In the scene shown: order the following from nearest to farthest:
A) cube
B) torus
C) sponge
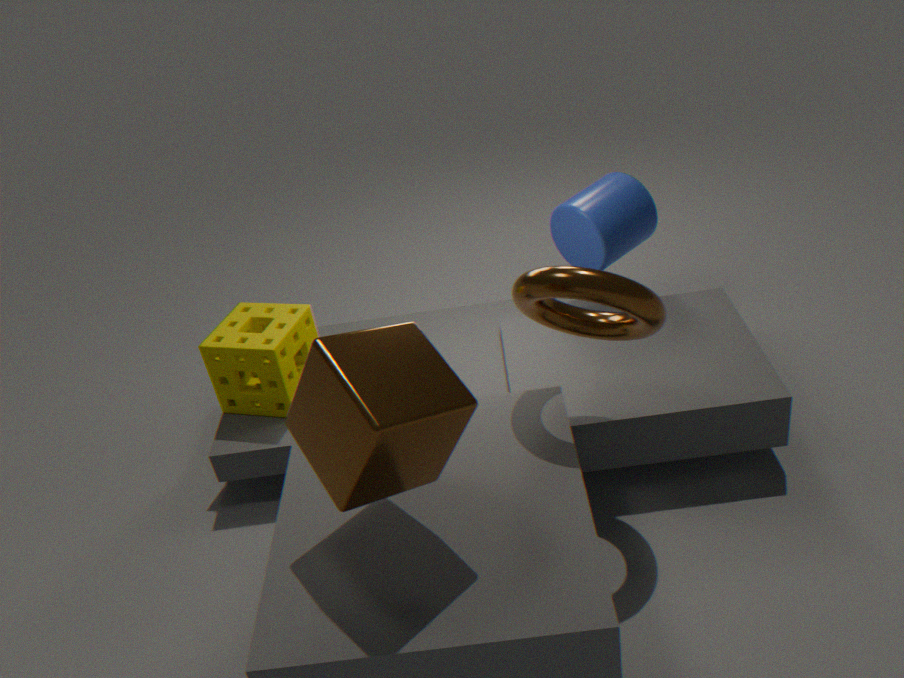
cube < torus < sponge
